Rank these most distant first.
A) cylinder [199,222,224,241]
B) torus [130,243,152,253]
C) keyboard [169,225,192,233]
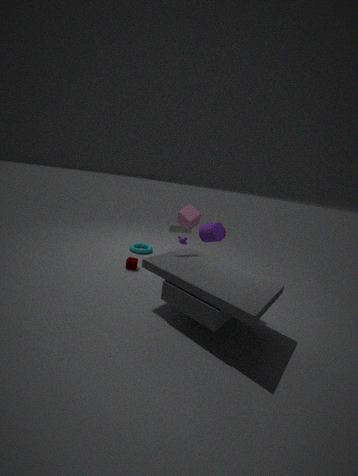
torus [130,243,152,253] → cylinder [199,222,224,241] → keyboard [169,225,192,233]
